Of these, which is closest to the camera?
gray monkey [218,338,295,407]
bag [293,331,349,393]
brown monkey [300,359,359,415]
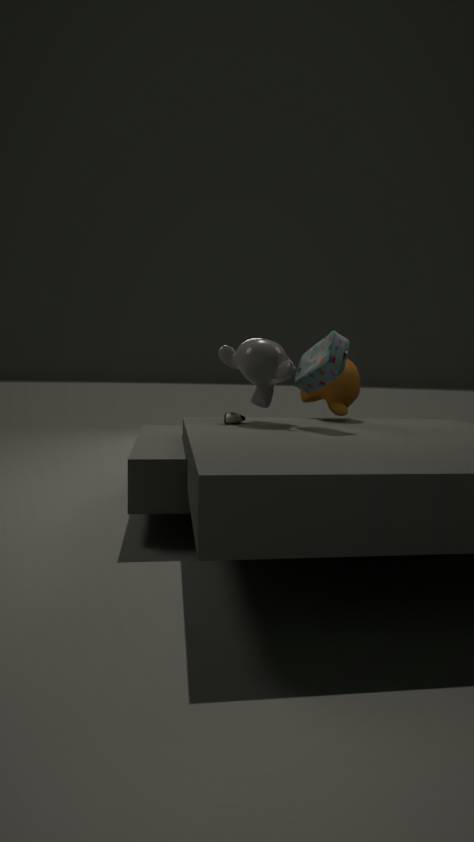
bag [293,331,349,393]
